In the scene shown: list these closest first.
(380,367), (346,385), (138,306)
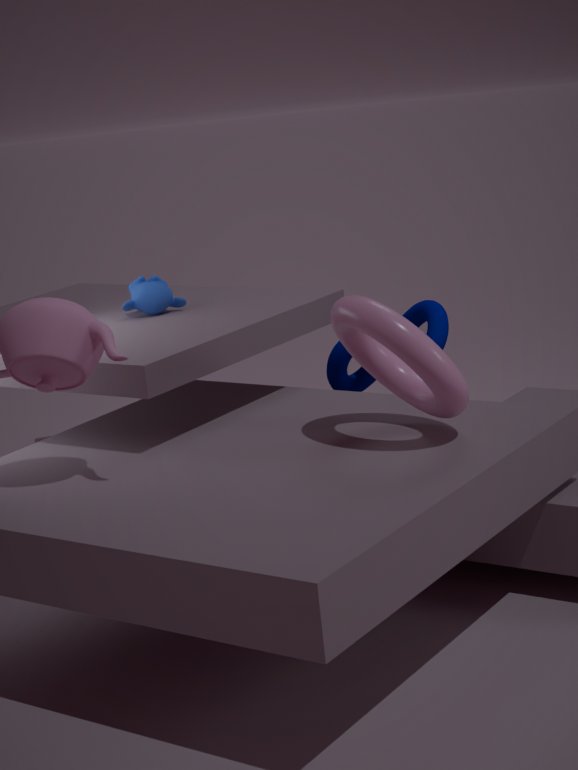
(380,367), (138,306), (346,385)
